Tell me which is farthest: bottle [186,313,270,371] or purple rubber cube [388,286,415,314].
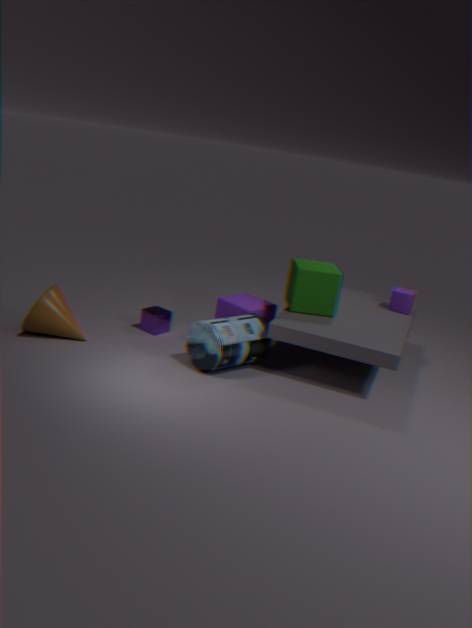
purple rubber cube [388,286,415,314]
